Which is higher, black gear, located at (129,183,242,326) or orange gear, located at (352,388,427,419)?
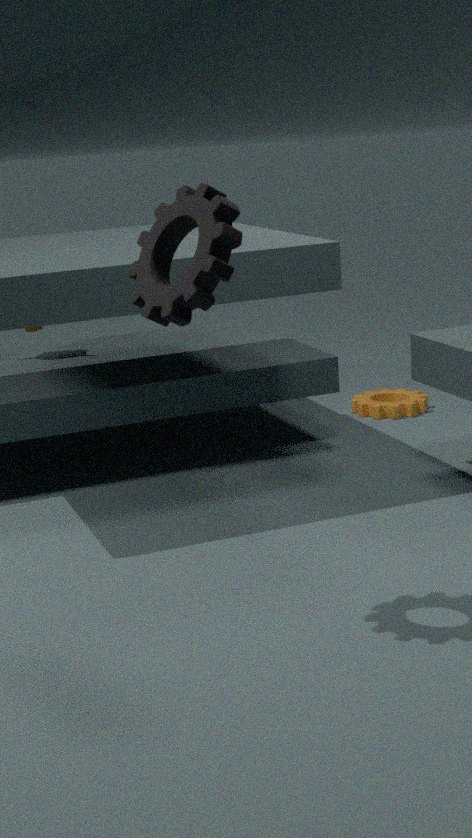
black gear, located at (129,183,242,326)
